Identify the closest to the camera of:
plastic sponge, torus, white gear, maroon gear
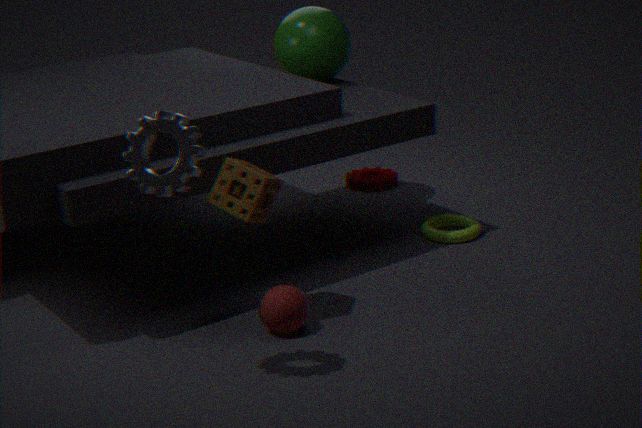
white gear
